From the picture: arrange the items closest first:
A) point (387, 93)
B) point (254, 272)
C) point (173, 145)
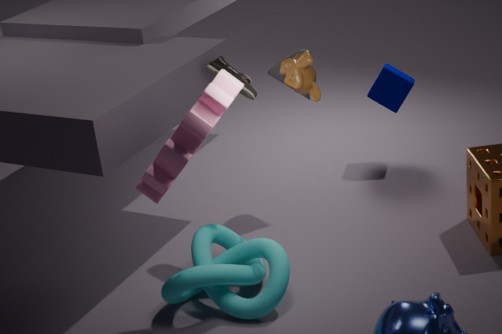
point (173, 145) < point (254, 272) < point (387, 93)
